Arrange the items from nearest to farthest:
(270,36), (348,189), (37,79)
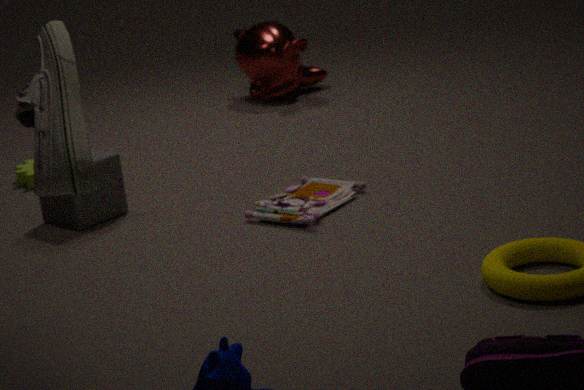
(37,79) < (348,189) < (270,36)
